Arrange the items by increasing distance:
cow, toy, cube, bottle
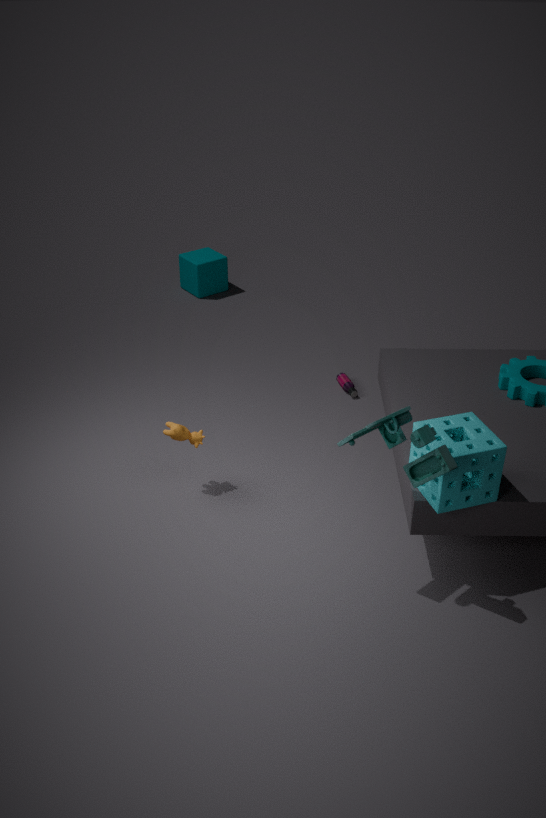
toy
cow
bottle
cube
